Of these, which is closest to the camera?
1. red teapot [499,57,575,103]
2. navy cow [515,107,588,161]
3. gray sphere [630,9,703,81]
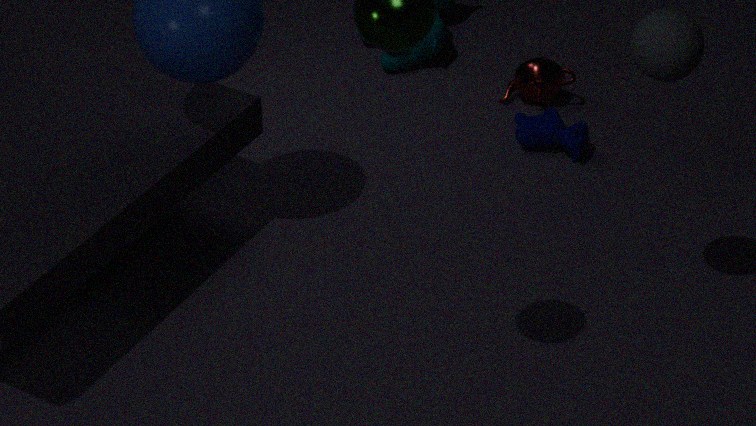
gray sphere [630,9,703,81]
